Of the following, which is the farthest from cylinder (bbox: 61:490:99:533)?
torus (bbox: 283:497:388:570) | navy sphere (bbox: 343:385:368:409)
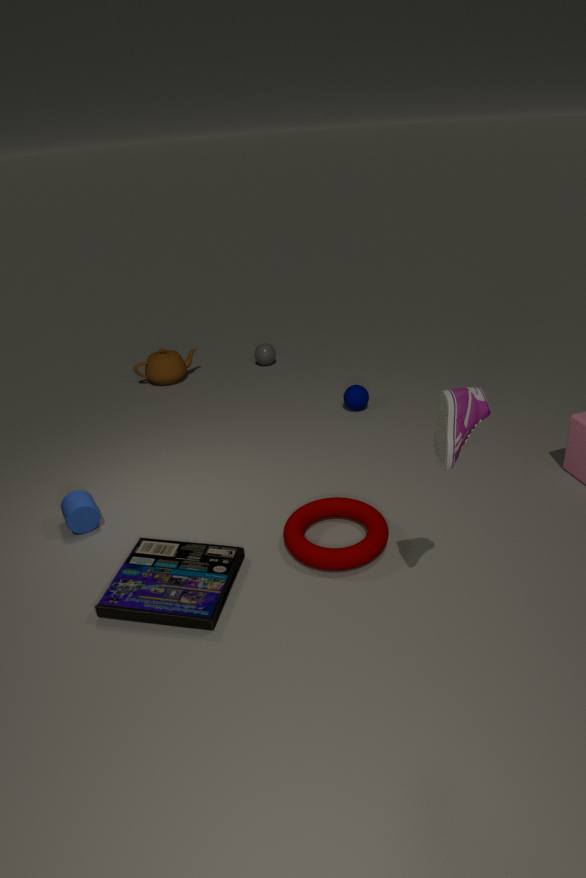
navy sphere (bbox: 343:385:368:409)
